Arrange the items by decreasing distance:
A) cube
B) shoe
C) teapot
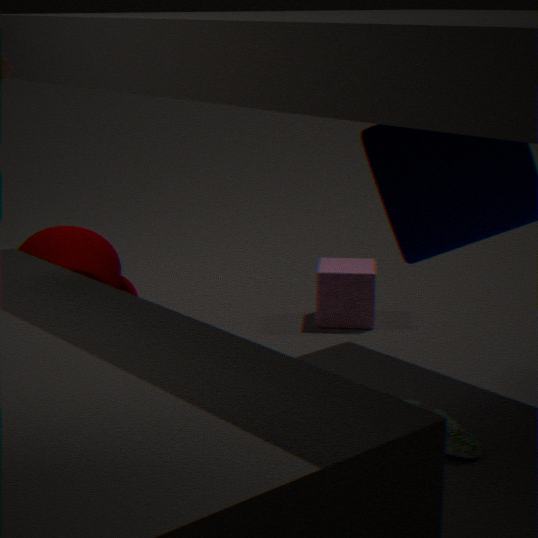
cube
teapot
shoe
